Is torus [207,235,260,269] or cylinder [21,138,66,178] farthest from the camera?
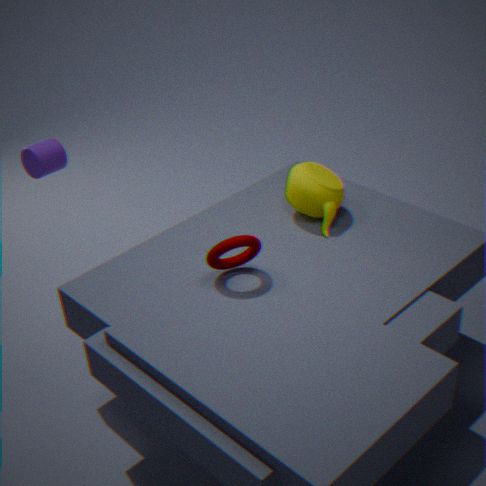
cylinder [21,138,66,178]
